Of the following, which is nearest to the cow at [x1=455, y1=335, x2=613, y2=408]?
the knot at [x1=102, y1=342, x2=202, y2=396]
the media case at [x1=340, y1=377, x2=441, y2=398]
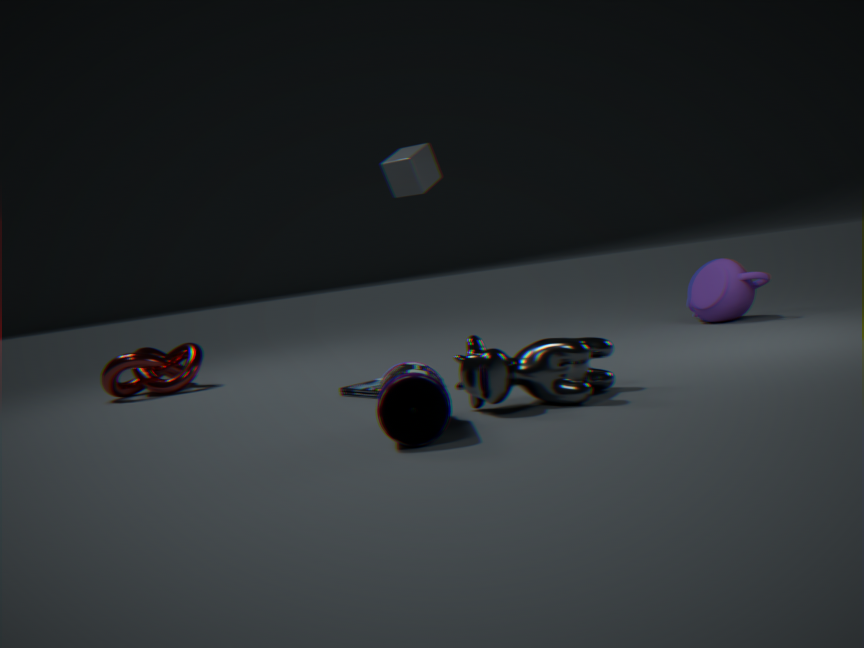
the media case at [x1=340, y1=377, x2=441, y2=398]
